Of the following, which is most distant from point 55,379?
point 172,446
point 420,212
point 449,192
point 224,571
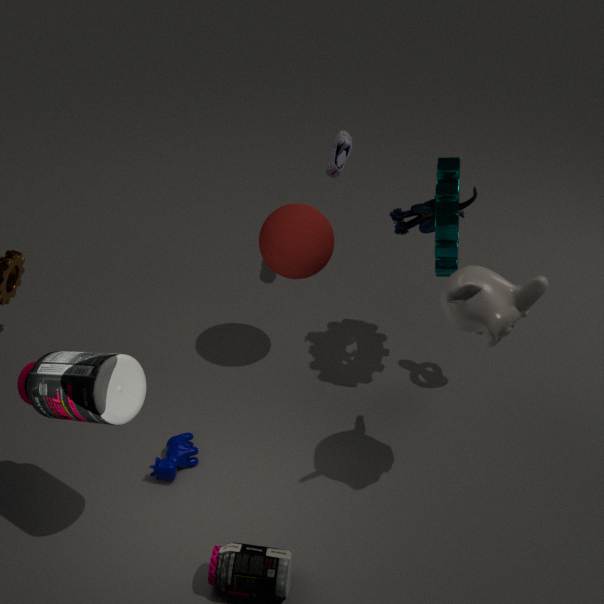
point 449,192
